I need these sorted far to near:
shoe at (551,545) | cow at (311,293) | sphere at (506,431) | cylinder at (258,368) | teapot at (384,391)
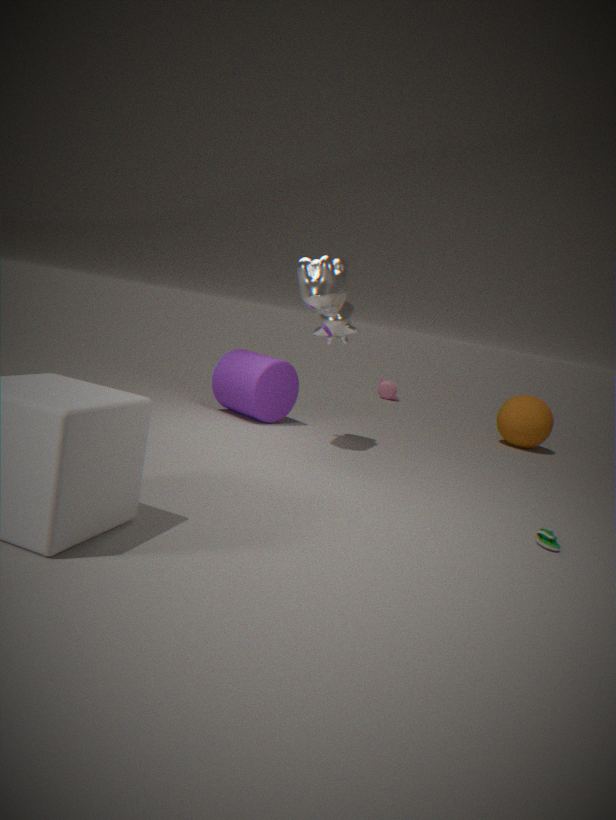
teapot at (384,391)
sphere at (506,431)
cylinder at (258,368)
cow at (311,293)
shoe at (551,545)
